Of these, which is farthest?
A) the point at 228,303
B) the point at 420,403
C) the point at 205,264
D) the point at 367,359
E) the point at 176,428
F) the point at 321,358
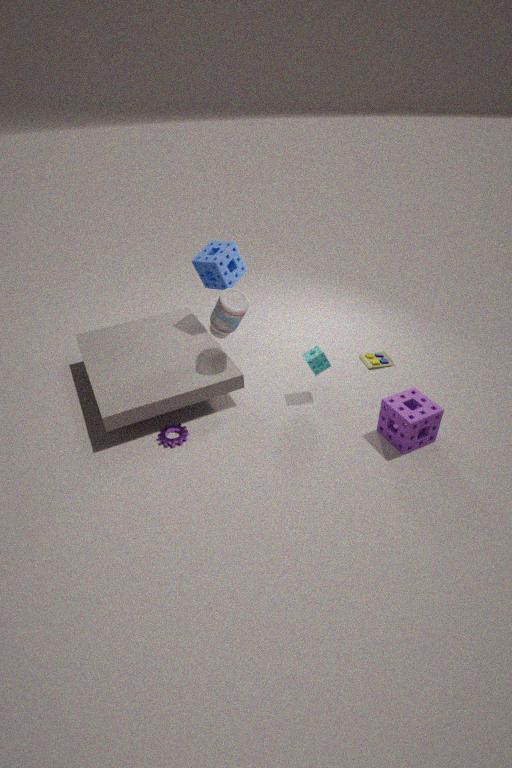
the point at 367,359
